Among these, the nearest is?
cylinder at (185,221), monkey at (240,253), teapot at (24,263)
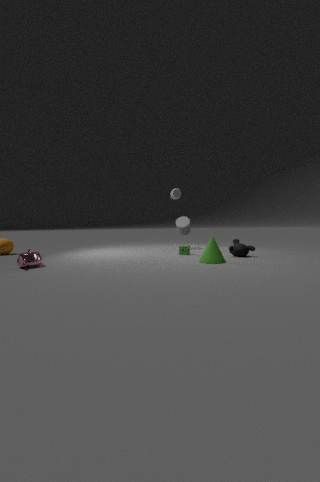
teapot at (24,263)
